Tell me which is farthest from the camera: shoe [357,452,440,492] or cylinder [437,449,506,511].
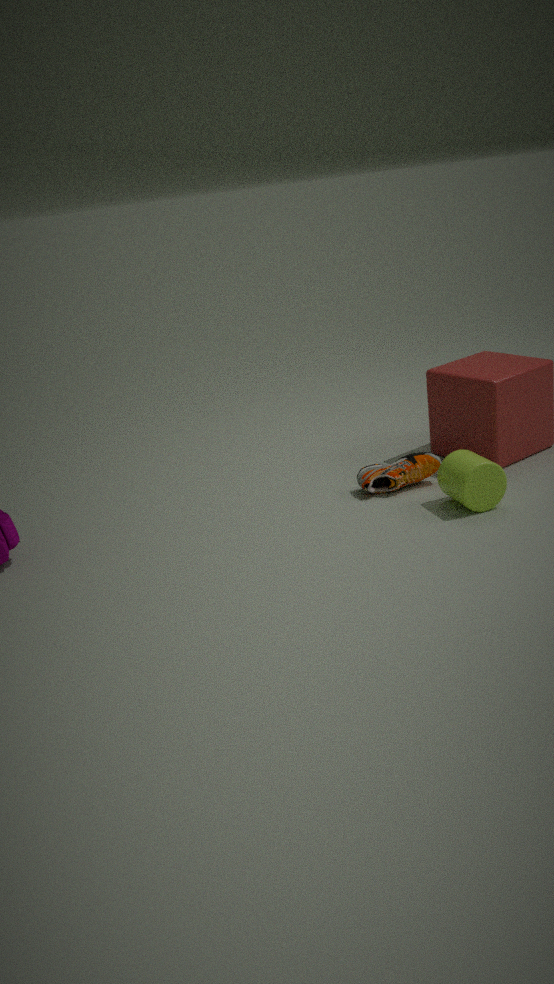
shoe [357,452,440,492]
